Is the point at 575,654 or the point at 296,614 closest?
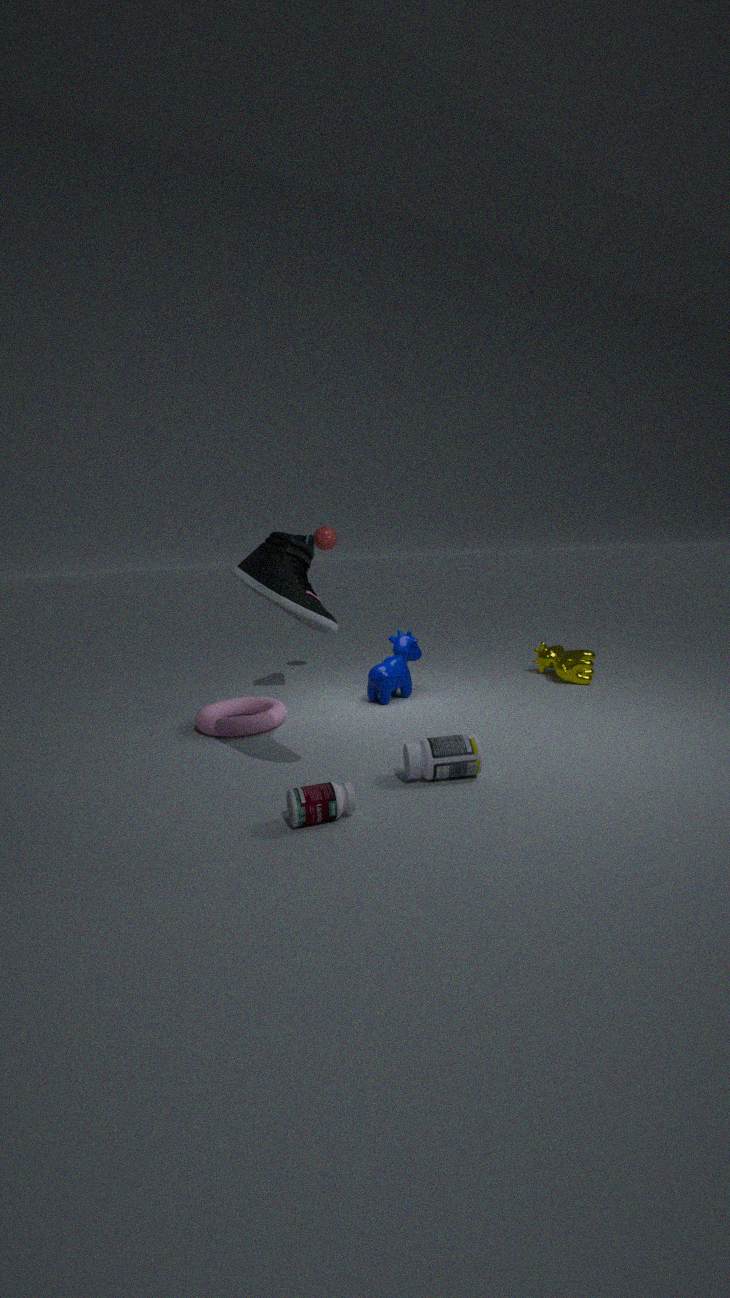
the point at 296,614
